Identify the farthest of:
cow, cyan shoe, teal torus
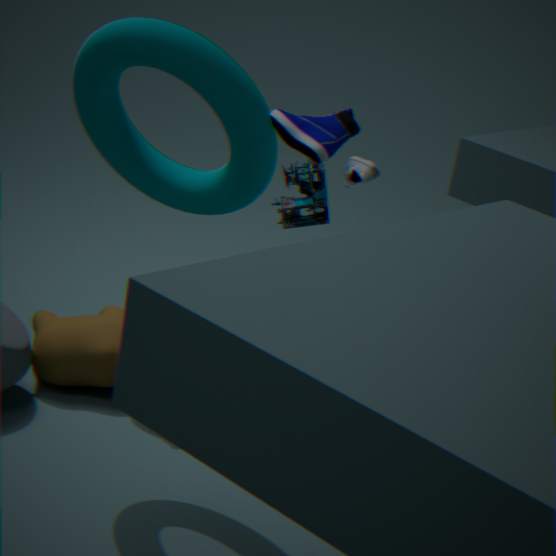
cyan shoe
